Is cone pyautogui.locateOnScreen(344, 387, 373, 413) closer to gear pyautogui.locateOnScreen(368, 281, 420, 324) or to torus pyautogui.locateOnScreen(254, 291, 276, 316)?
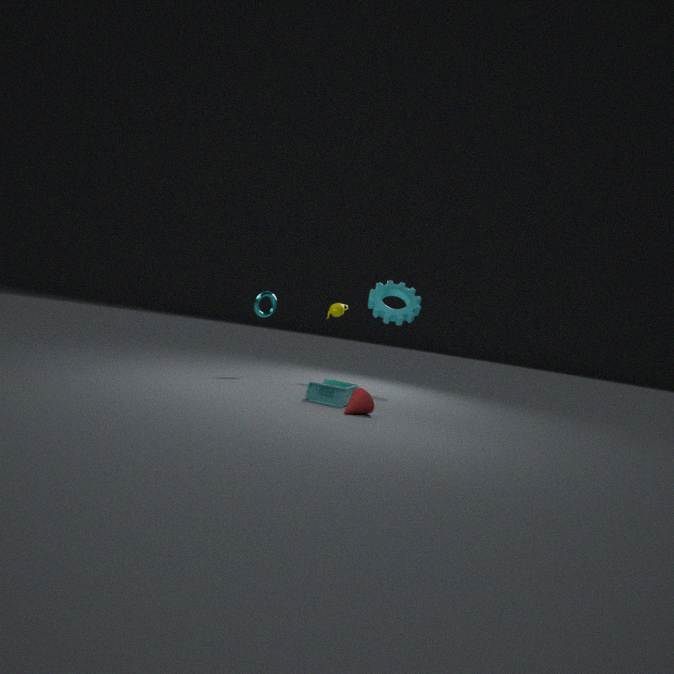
gear pyautogui.locateOnScreen(368, 281, 420, 324)
